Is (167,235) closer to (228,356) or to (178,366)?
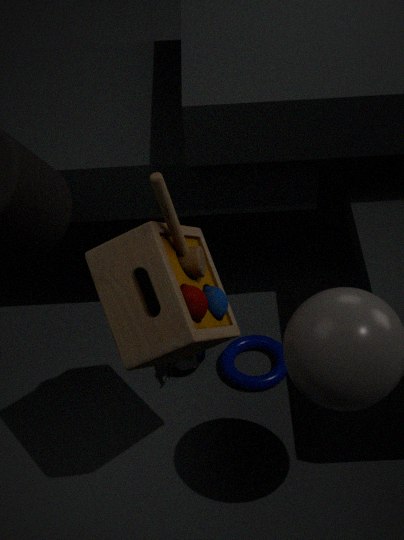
(178,366)
